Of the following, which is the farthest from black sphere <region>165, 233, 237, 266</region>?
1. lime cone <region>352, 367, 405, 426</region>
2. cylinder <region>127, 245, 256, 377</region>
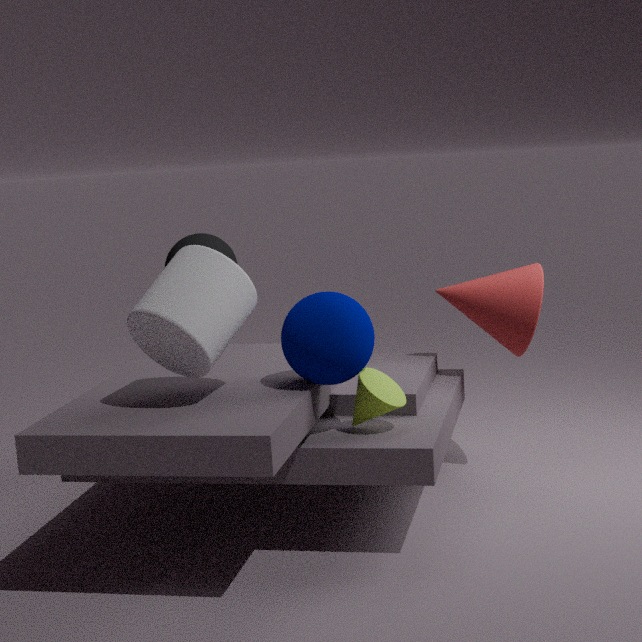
lime cone <region>352, 367, 405, 426</region>
